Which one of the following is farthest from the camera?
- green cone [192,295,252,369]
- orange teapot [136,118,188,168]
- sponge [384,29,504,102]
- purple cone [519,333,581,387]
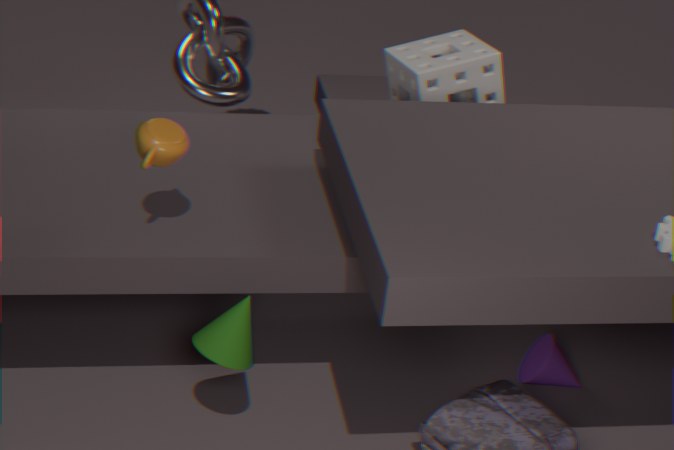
sponge [384,29,504,102]
